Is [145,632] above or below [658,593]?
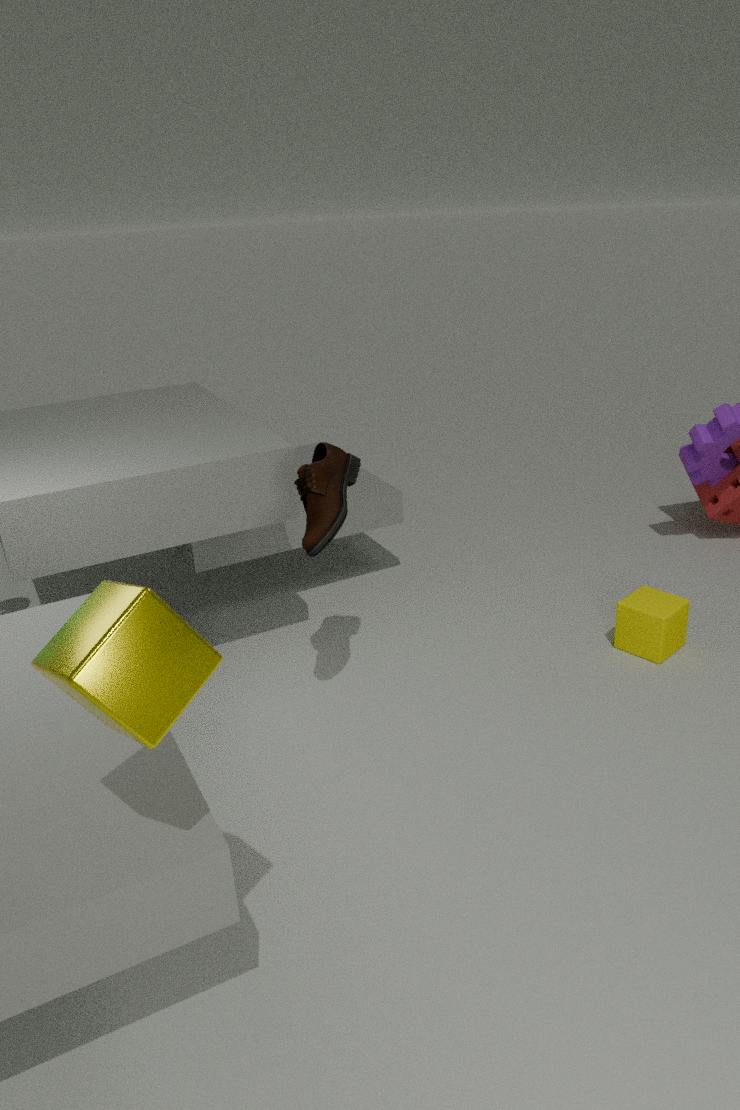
above
